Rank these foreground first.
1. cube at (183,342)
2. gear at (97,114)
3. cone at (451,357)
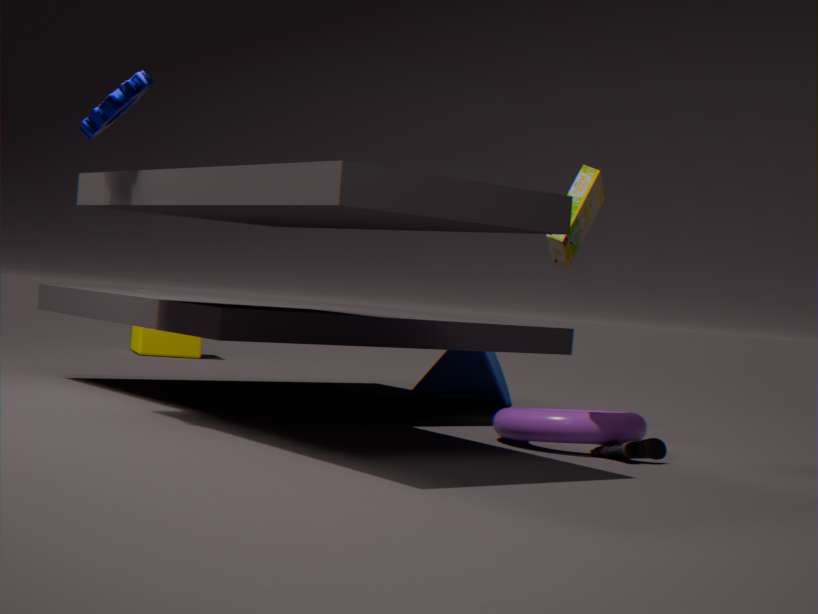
1. gear at (97,114)
2. cone at (451,357)
3. cube at (183,342)
